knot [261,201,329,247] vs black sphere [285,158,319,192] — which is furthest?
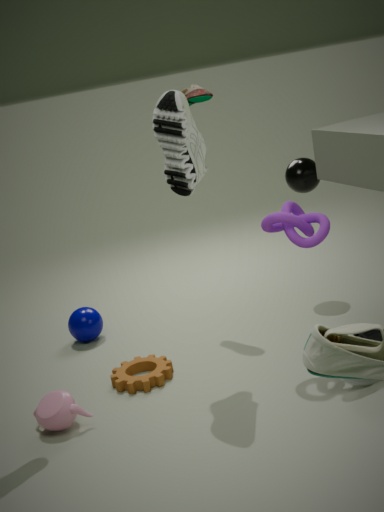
black sphere [285,158,319,192]
